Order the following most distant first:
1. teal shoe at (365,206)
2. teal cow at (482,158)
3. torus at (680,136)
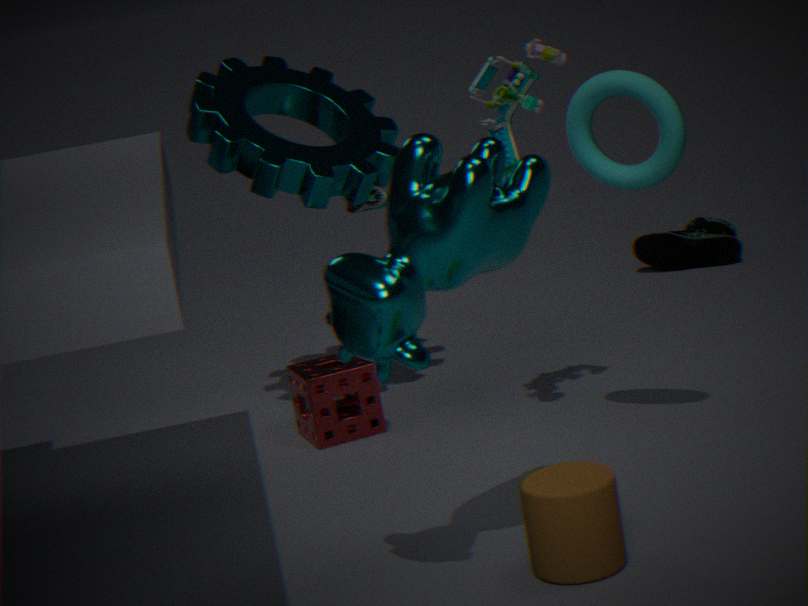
teal shoe at (365,206), torus at (680,136), teal cow at (482,158)
